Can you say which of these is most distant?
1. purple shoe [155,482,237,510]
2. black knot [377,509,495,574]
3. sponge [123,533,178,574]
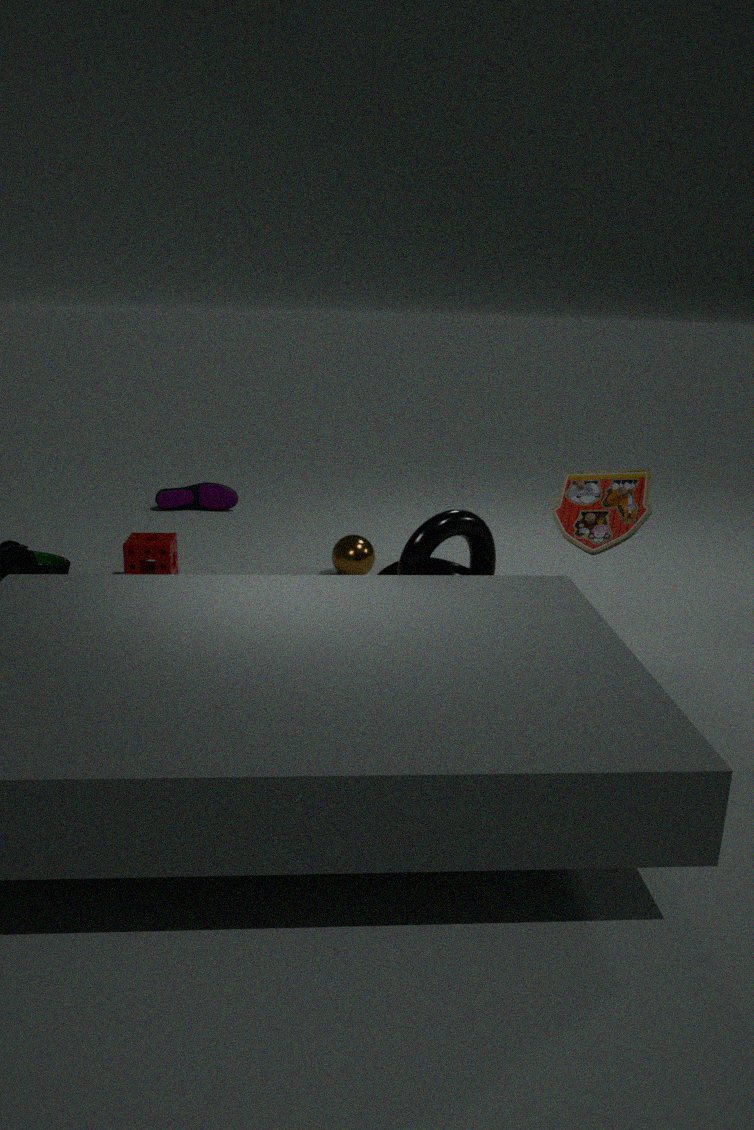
purple shoe [155,482,237,510]
